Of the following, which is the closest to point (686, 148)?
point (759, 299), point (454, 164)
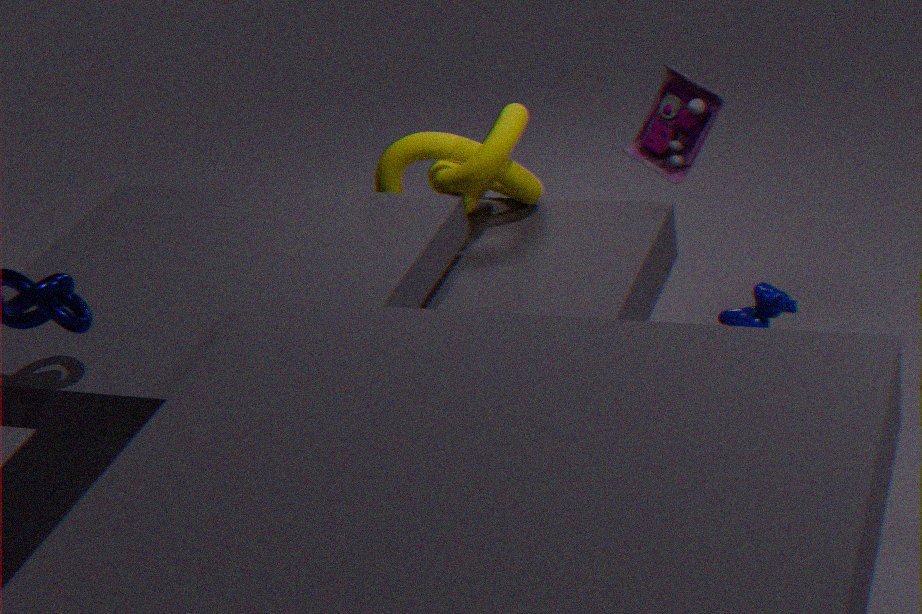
point (454, 164)
